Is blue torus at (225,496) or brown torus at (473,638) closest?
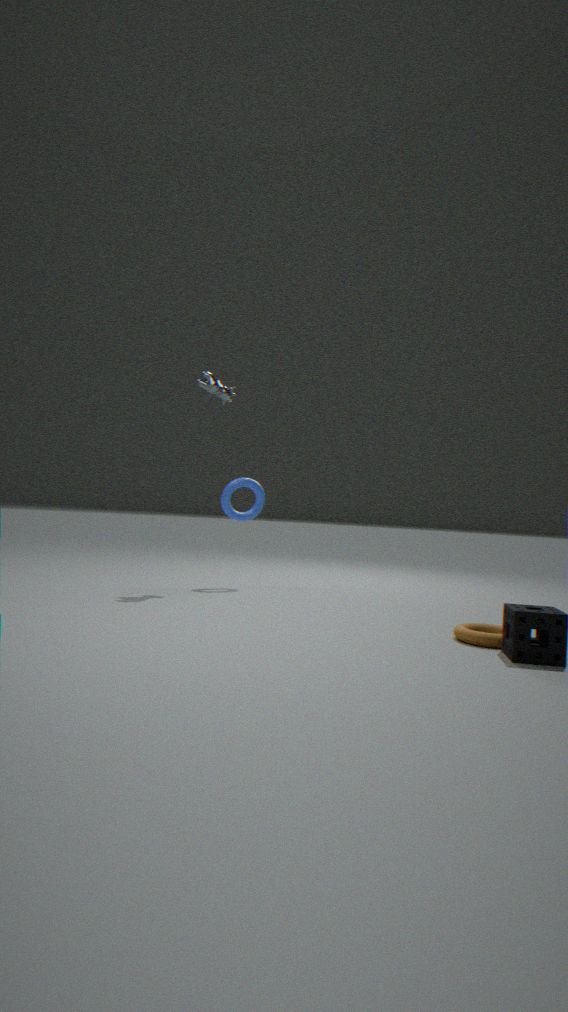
brown torus at (473,638)
